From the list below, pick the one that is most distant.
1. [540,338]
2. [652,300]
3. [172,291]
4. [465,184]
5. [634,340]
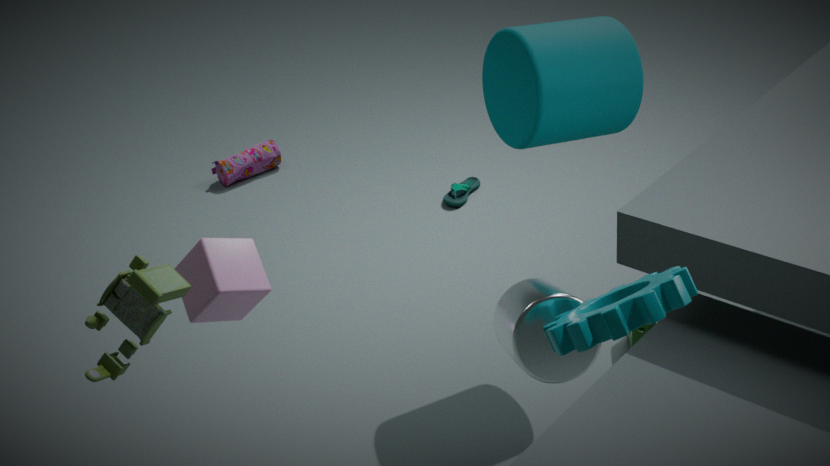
[465,184]
